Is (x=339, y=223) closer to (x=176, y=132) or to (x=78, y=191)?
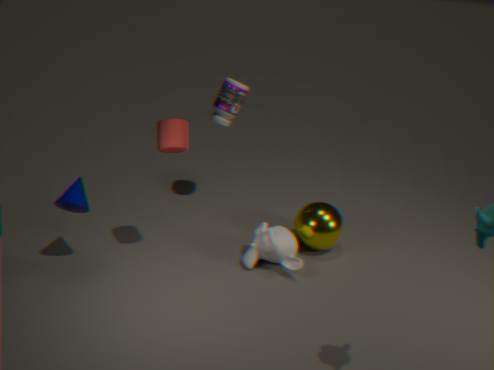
(x=176, y=132)
